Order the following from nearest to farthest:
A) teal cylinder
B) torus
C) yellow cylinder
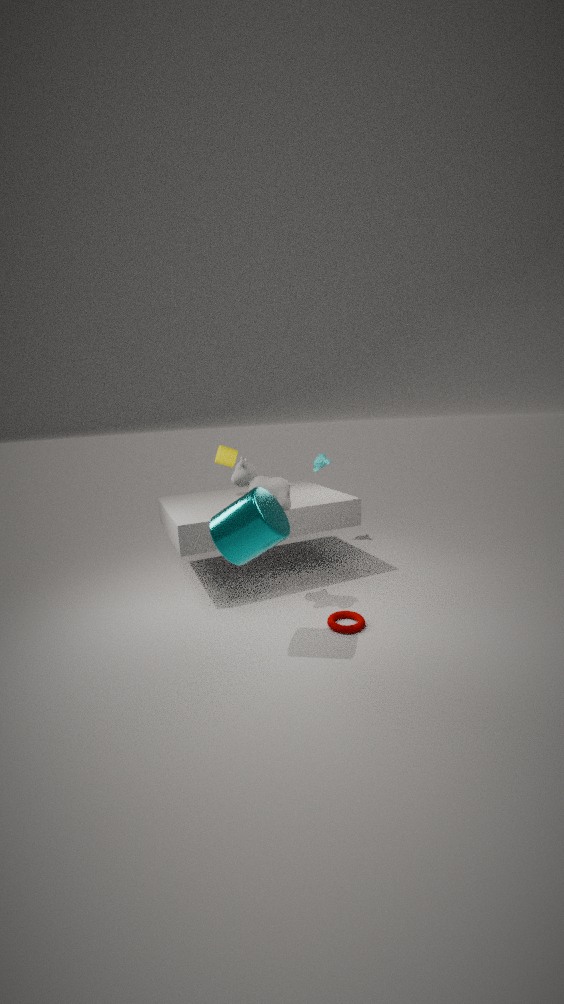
teal cylinder < torus < yellow cylinder
